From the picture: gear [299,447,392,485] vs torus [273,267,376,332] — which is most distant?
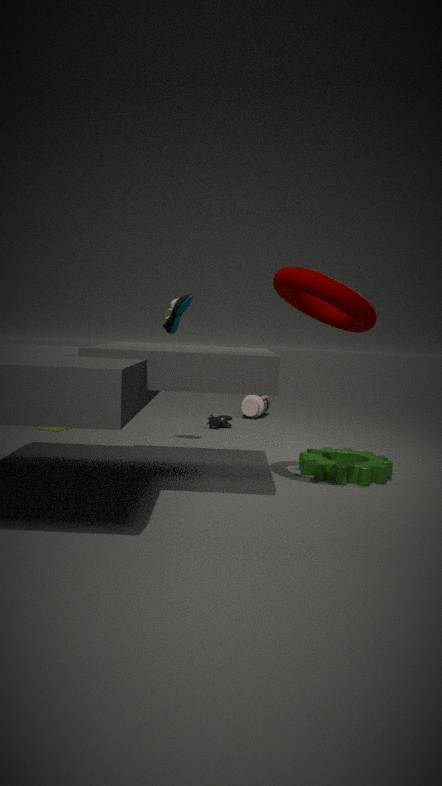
gear [299,447,392,485]
